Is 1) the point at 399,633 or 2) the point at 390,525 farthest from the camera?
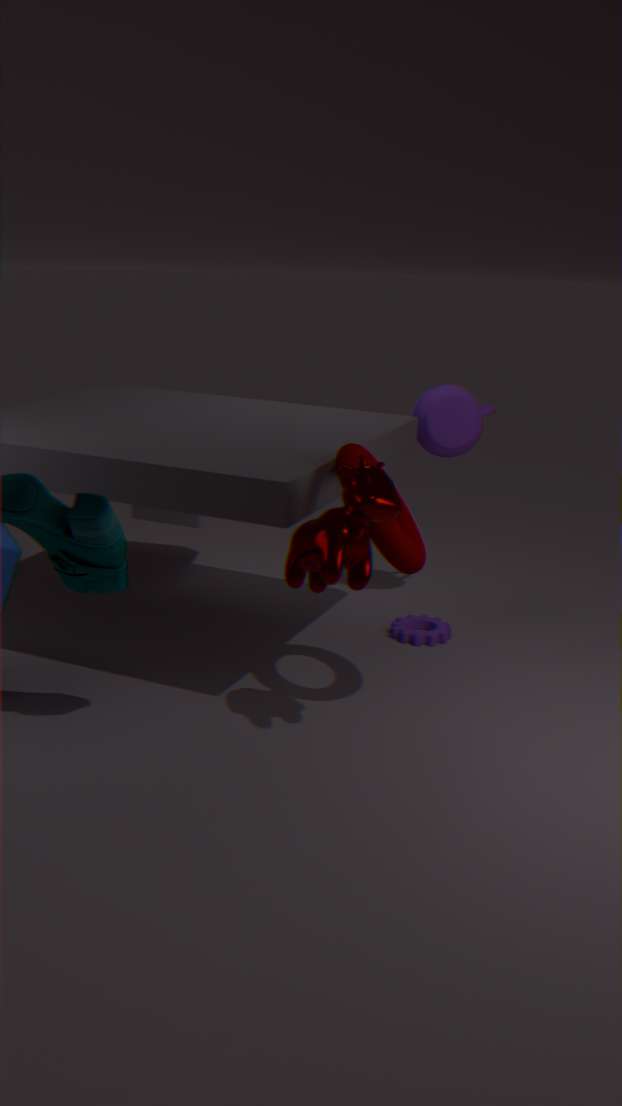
1. the point at 399,633
